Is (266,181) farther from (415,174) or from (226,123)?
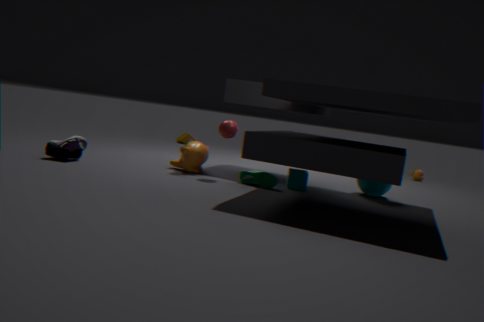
(415,174)
